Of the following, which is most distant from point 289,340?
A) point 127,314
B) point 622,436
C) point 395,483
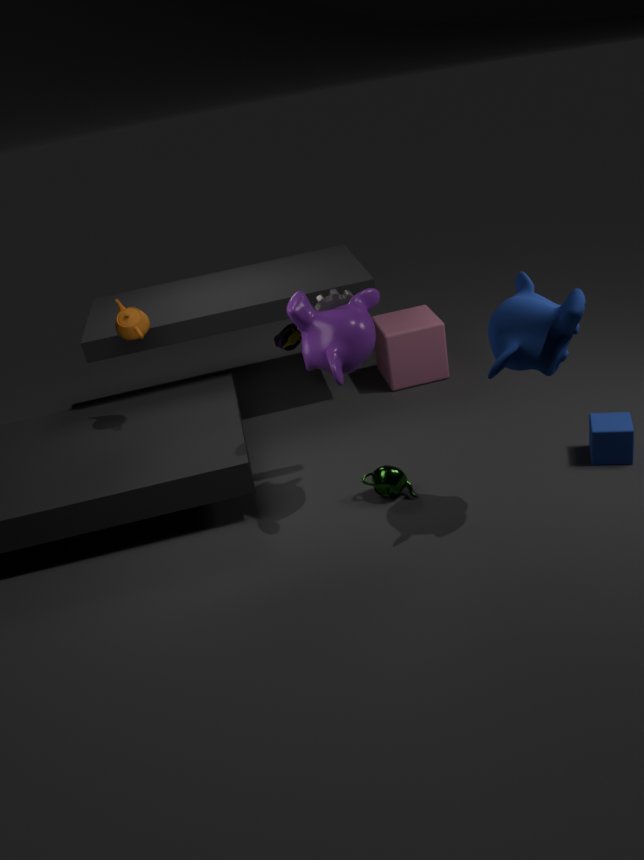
point 622,436
